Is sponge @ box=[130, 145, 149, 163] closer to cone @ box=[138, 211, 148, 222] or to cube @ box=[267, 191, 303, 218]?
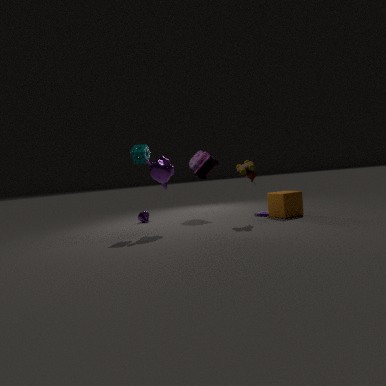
cone @ box=[138, 211, 148, 222]
